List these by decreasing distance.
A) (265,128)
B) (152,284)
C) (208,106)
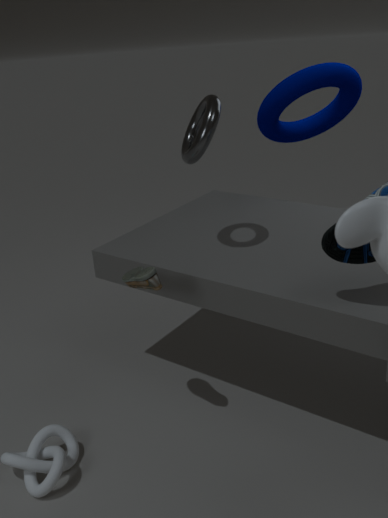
(265,128), (208,106), (152,284)
